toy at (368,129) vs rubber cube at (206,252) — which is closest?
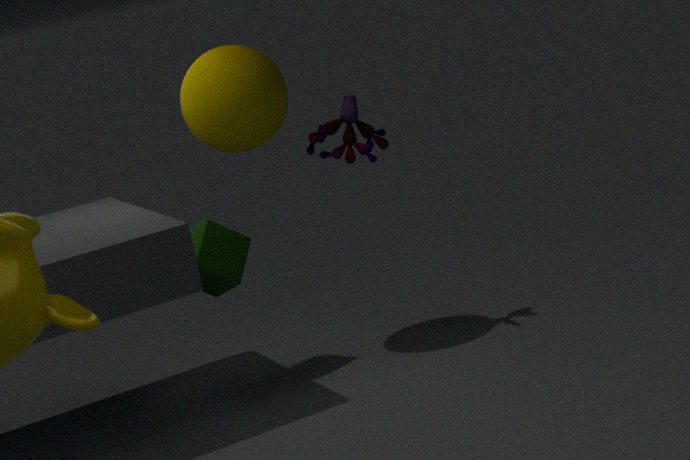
rubber cube at (206,252)
